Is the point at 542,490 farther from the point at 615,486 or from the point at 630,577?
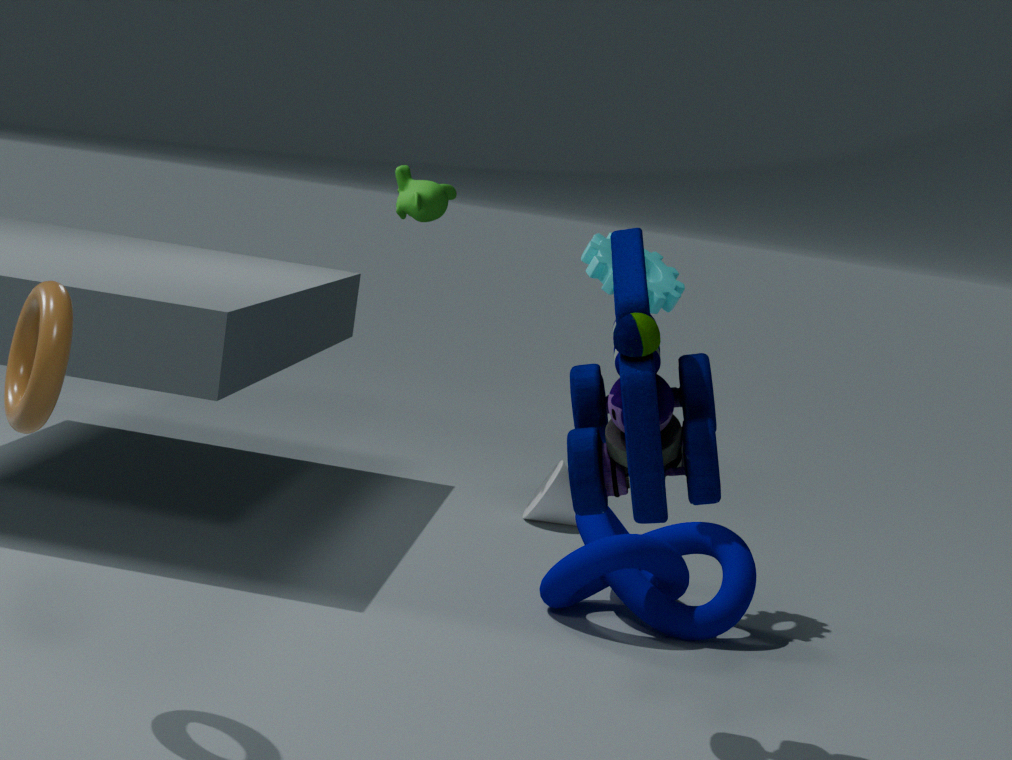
the point at 615,486
